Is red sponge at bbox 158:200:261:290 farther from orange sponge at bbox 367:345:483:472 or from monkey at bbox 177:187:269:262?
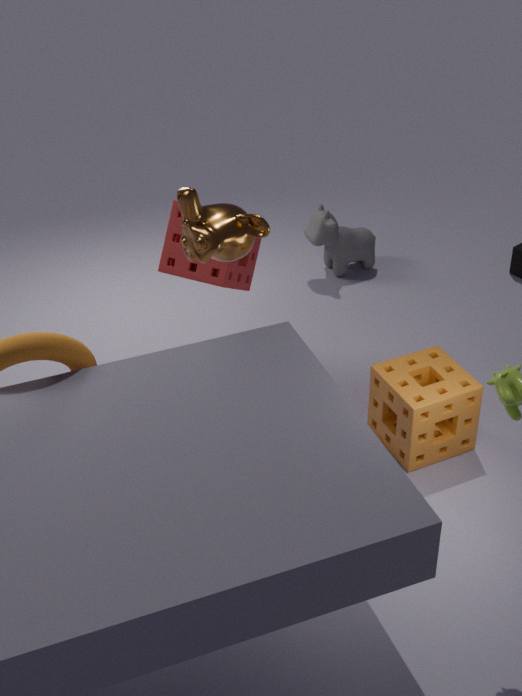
orange sponge at bbox 367:345:483:472
